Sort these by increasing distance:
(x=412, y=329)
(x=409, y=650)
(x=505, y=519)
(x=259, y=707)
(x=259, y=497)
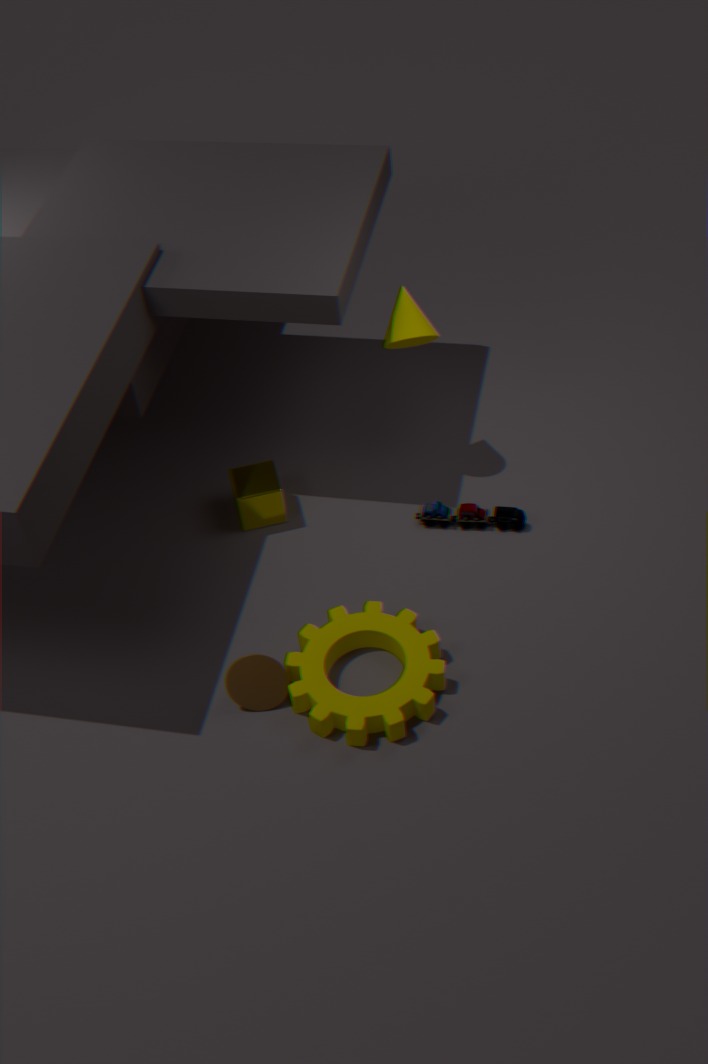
(x=259, y=707), (x=409, y=650), (x=412, y=329), (x=505, y=519), (x=259, y=497)
